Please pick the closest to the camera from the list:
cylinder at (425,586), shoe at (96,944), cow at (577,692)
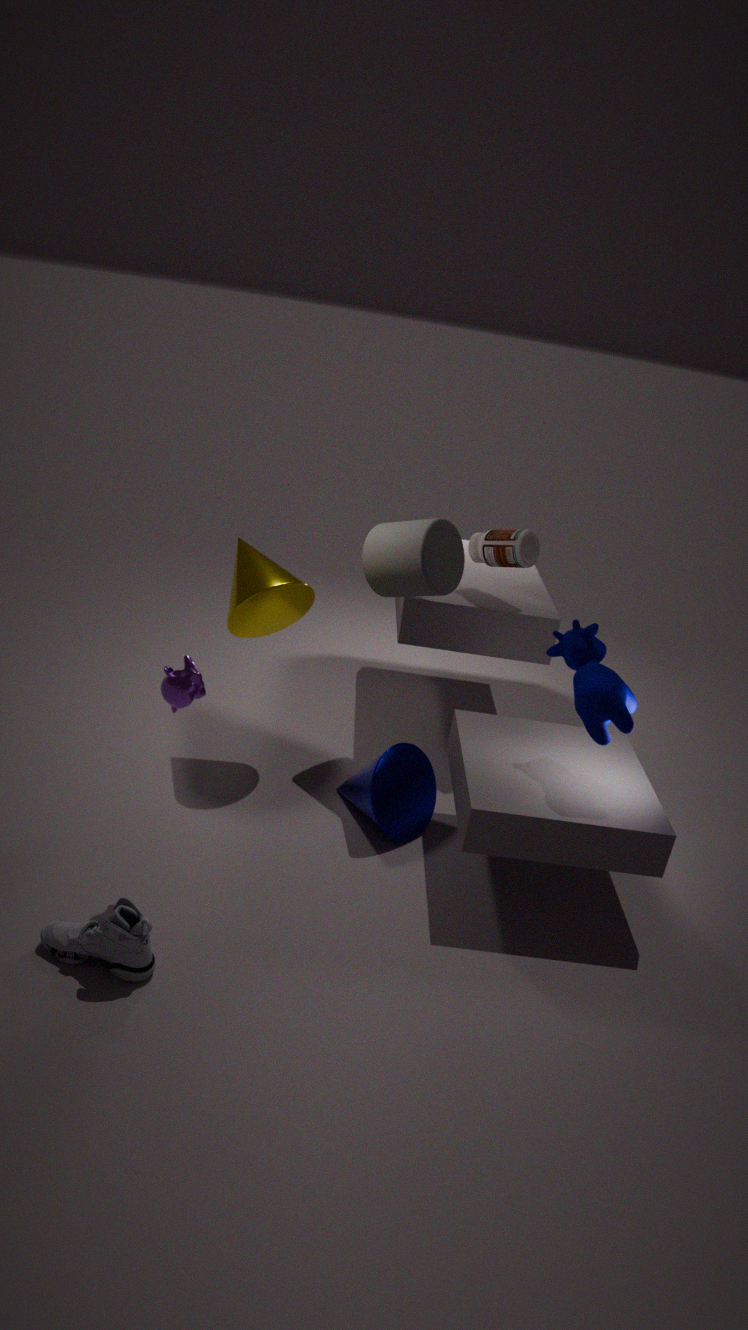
shoe at (96,944)
